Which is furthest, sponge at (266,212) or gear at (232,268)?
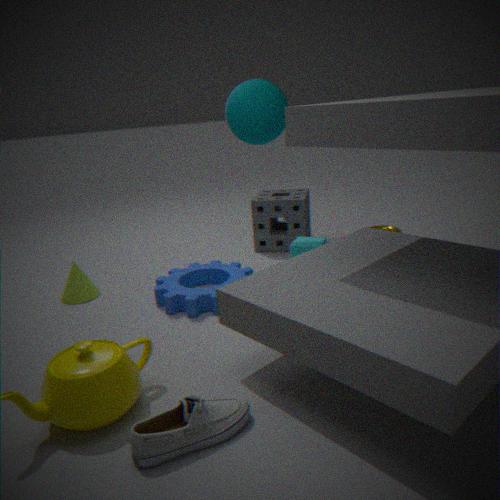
sponge at (266,212)
